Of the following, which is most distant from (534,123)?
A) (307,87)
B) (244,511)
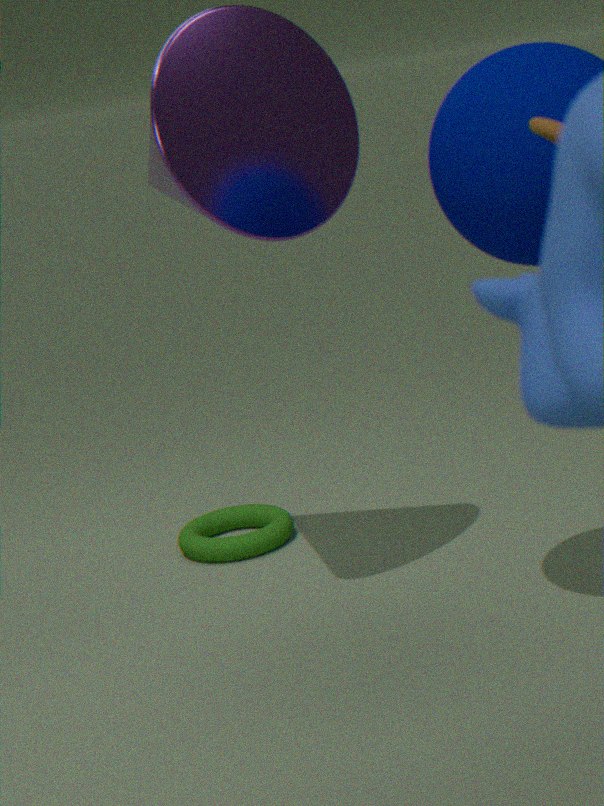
(244,511)
